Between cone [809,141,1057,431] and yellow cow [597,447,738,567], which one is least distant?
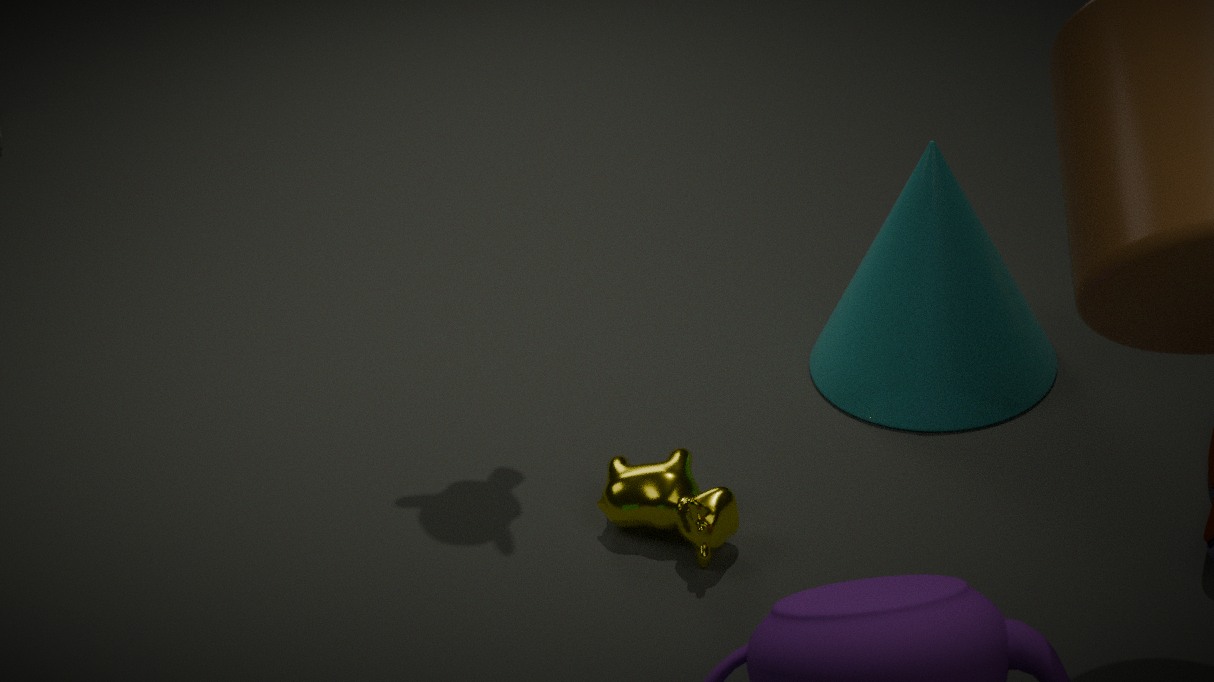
yellow cow [597,447,738,567]
